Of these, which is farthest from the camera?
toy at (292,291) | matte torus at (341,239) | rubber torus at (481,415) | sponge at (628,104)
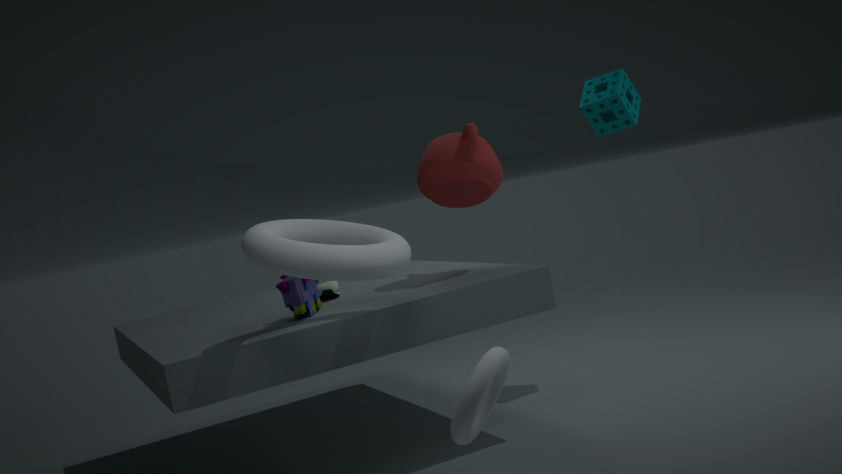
sponge at (628,104)
